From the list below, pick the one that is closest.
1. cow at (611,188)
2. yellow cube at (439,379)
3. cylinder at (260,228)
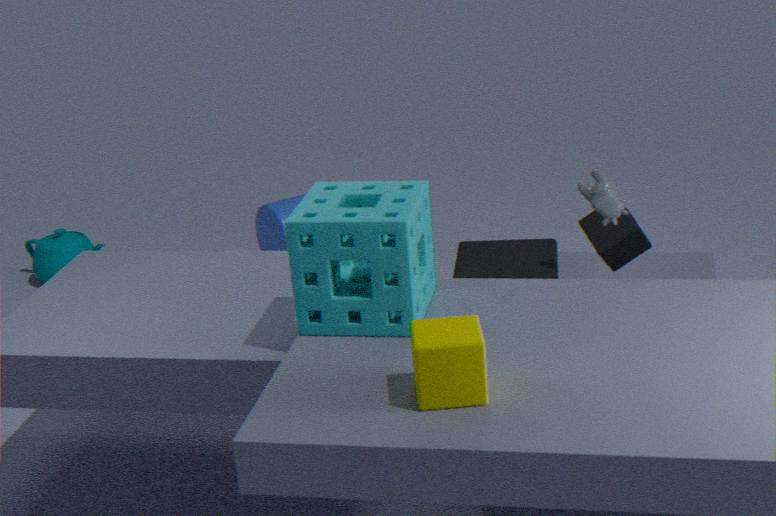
yellow cube at (439,379)
